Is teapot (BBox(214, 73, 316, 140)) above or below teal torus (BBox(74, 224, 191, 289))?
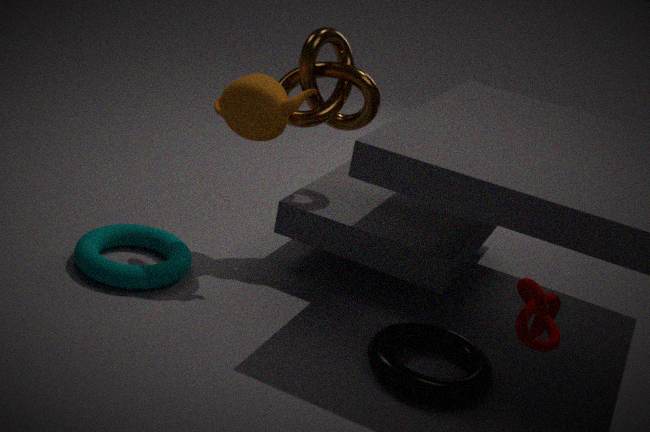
above
